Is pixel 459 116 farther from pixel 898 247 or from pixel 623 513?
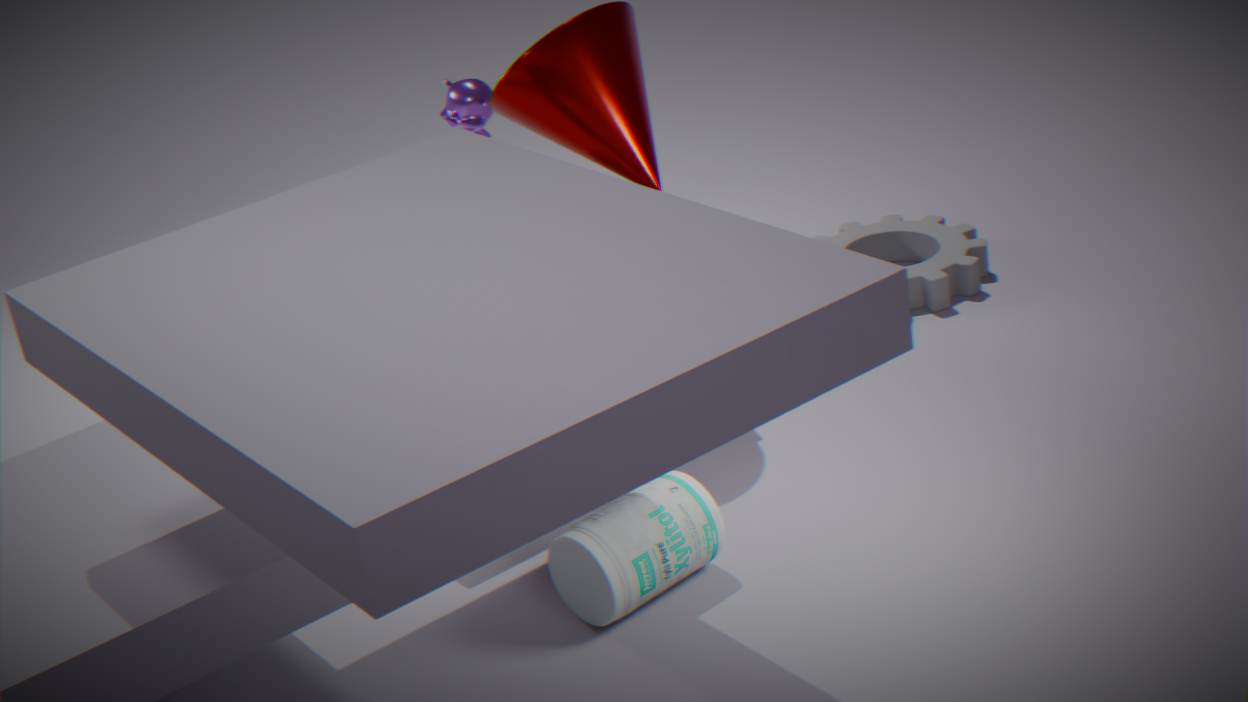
pixel 623 513
